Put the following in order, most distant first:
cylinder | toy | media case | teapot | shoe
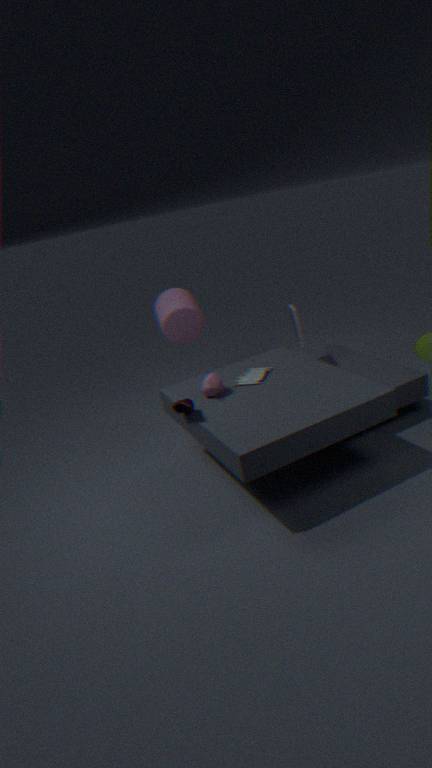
cylinder
media case
toy
teapot
shoe
